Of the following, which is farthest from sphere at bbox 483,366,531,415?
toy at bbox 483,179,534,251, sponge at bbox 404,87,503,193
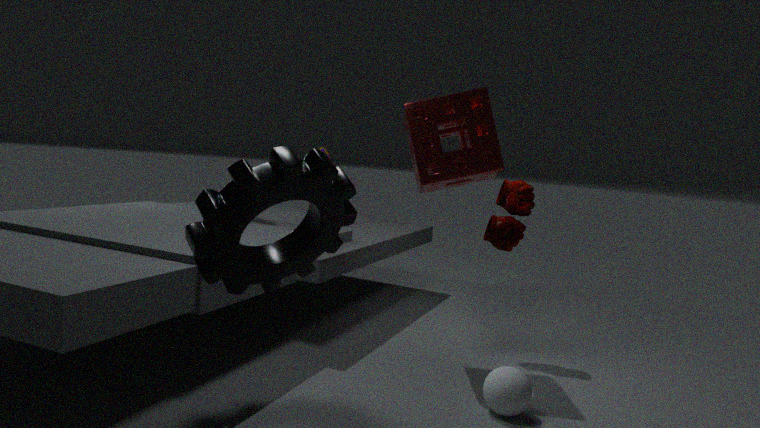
sponge at bbox 404,87,503,193
